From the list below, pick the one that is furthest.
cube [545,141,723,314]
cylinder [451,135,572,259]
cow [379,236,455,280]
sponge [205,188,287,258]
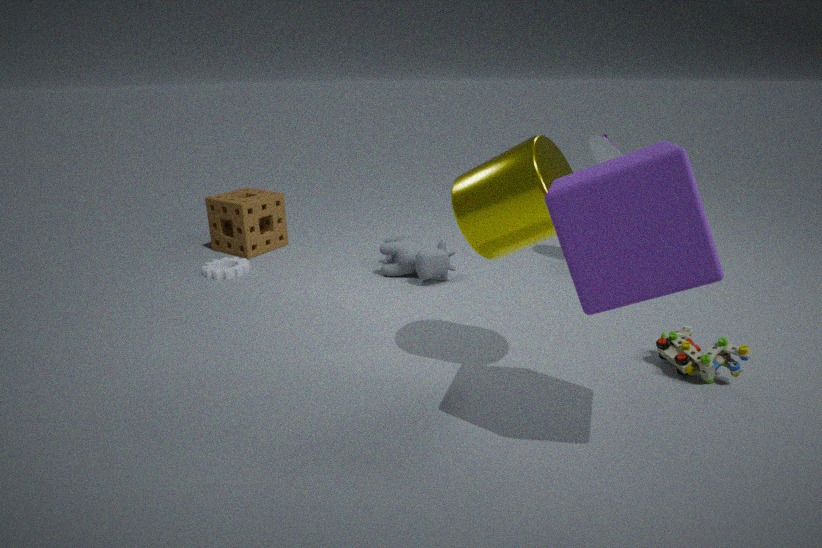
sponge [205,188,287,258]
